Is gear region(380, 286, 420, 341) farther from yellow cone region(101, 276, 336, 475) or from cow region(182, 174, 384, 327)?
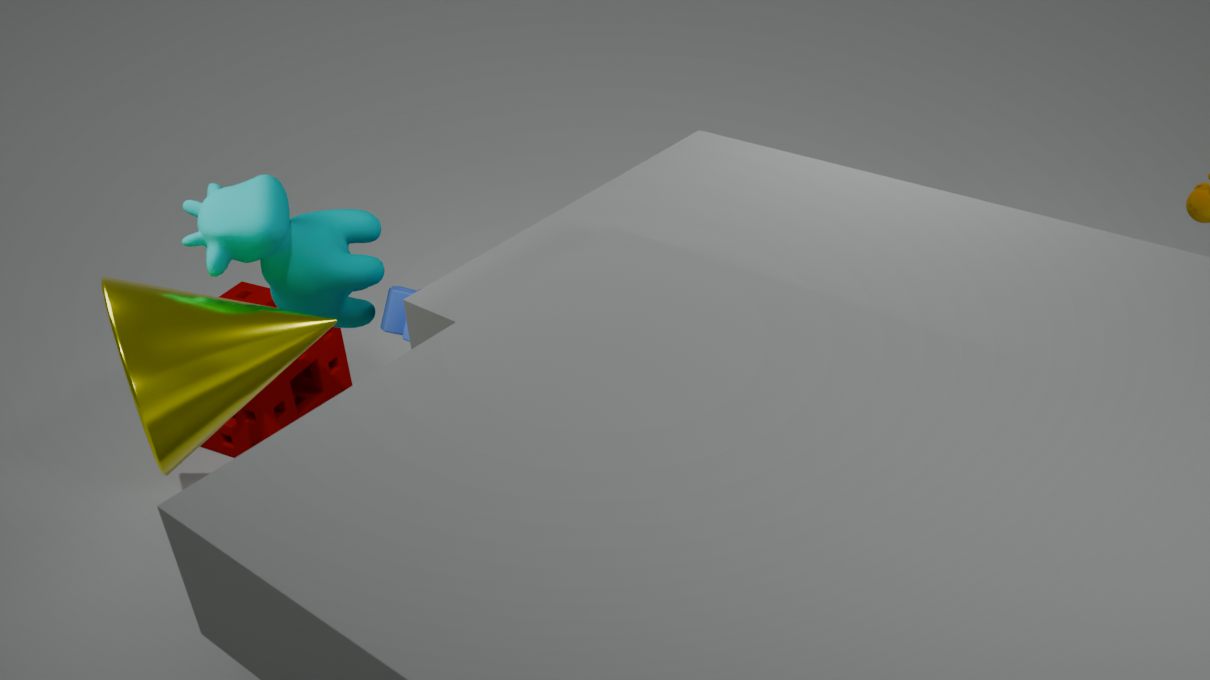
yellow cone region(101, 276, 336, 475)
